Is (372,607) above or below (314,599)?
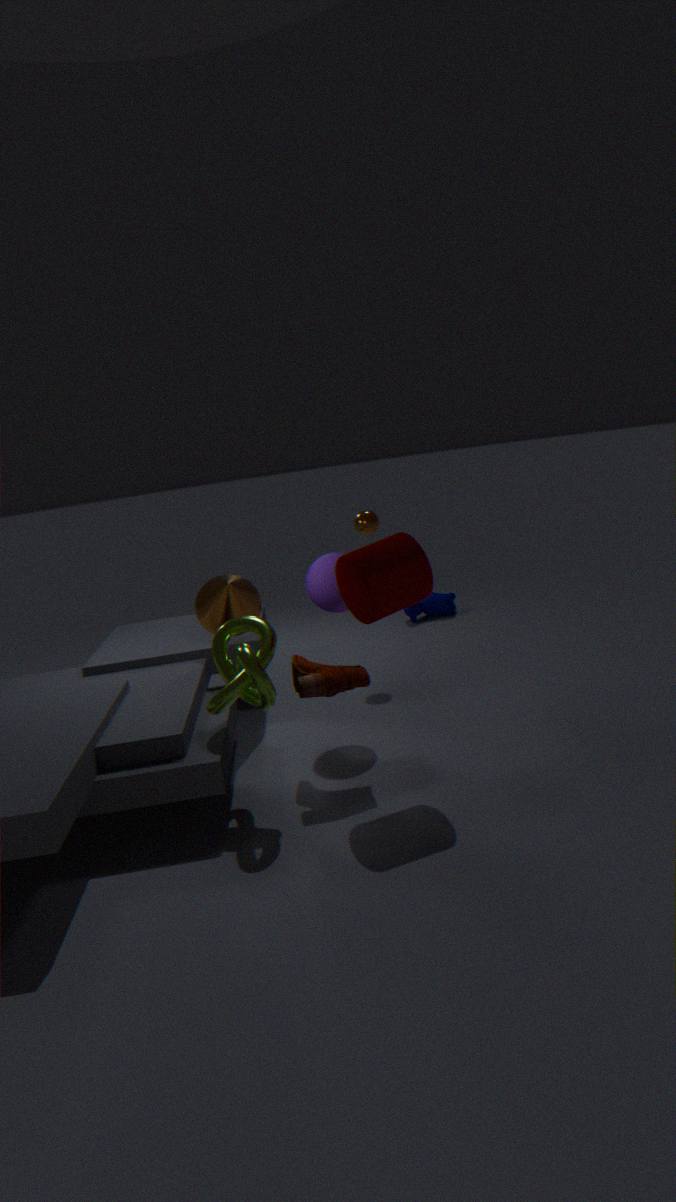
above
